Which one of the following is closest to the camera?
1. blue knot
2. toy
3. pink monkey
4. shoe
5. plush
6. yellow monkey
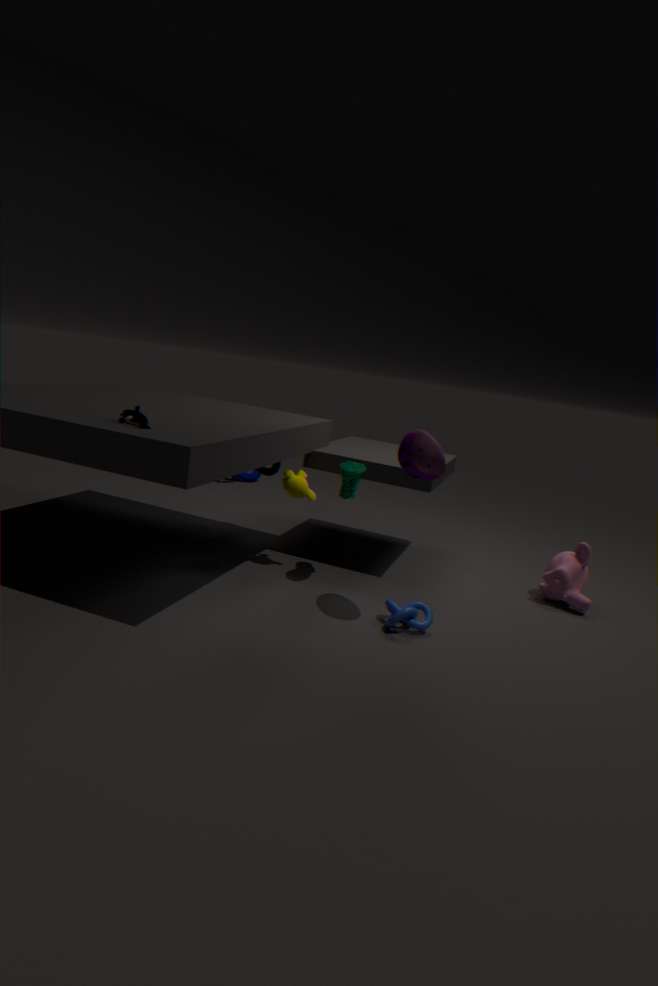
plush
